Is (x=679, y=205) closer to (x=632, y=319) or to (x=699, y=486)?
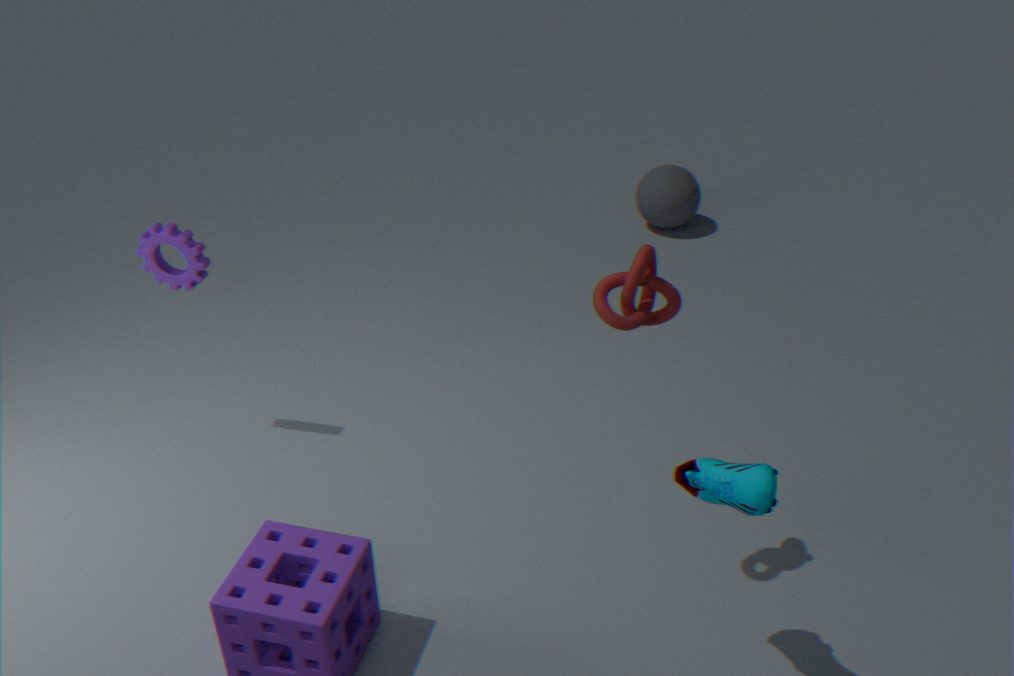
(x=632, y=319)
